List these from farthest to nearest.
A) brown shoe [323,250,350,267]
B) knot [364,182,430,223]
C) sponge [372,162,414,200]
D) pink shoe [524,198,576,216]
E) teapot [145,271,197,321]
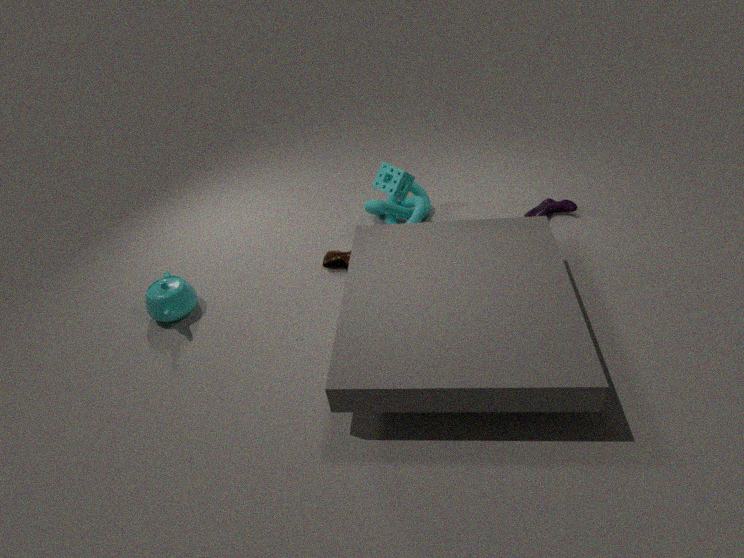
pink shoe [524,198,576,216] → knot [364,182,430,223] → brown shoe [323,250,350,267] → sponge [372,162,414,200] → teapot [145,271,197,321]
